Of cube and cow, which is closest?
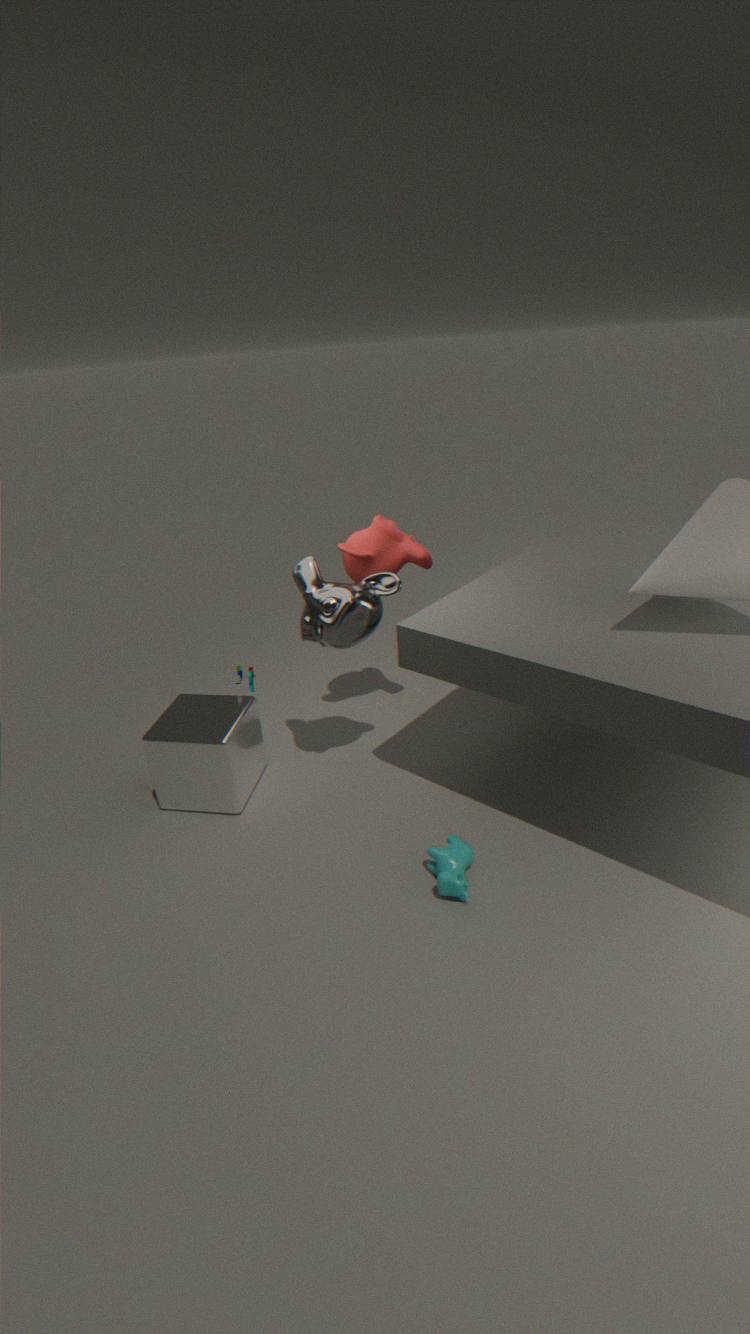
cow
